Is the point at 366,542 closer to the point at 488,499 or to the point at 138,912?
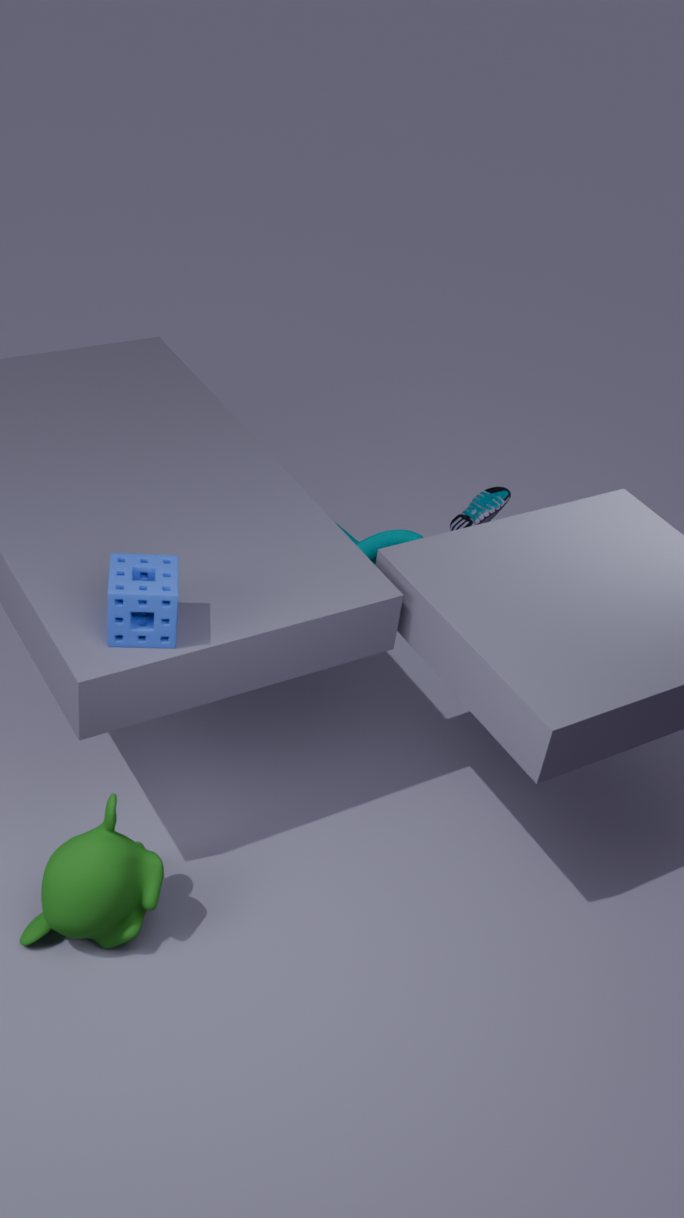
the point at 488,499
